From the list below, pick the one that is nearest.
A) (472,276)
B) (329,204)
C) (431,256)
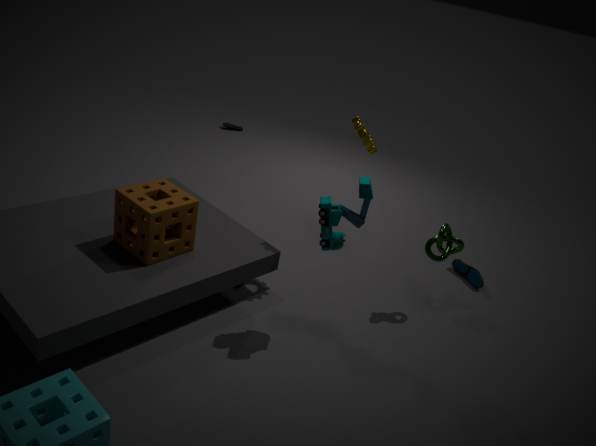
(329,204)
